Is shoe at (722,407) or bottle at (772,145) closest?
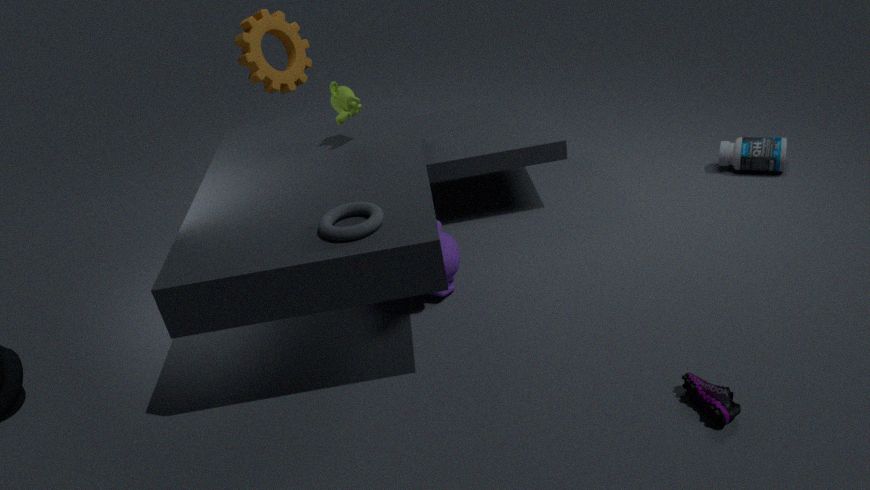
shoe at (722,407)
